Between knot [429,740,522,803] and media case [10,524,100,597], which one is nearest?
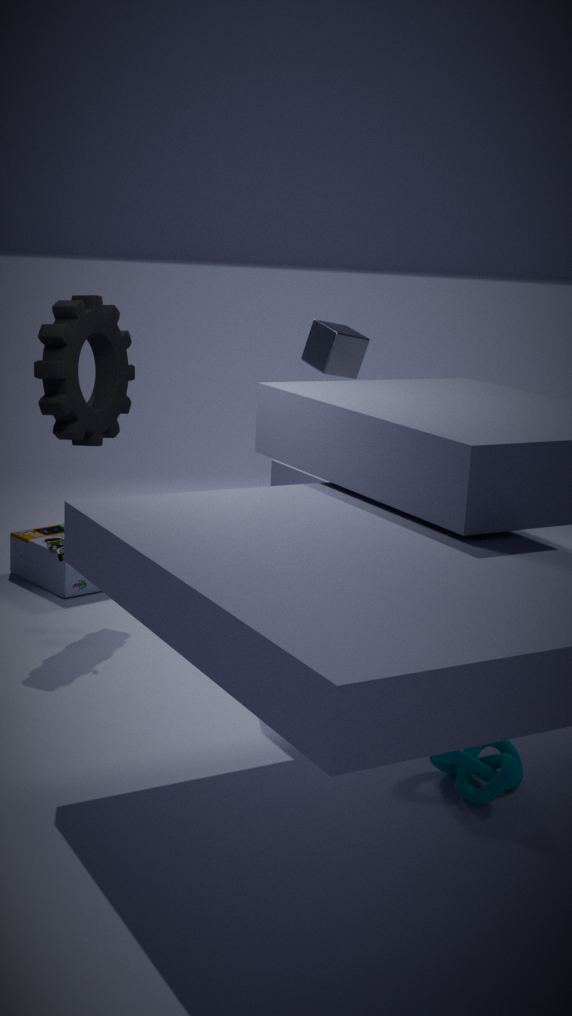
knot [429,740,522,803]
